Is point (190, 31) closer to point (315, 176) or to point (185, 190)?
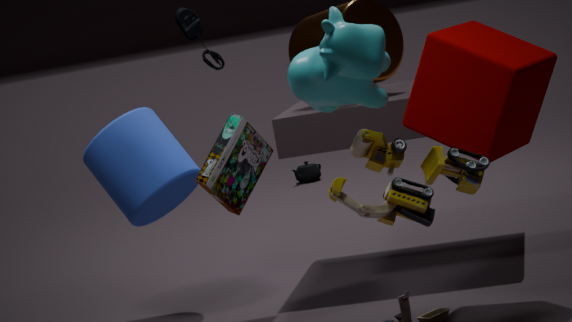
point (185, 190)
